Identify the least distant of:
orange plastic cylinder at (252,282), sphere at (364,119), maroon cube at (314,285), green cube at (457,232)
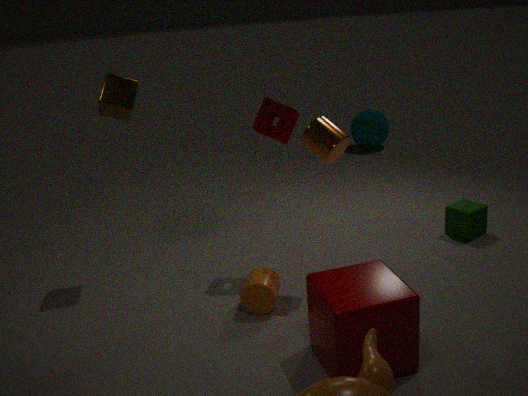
maroon cube at (314,285)
